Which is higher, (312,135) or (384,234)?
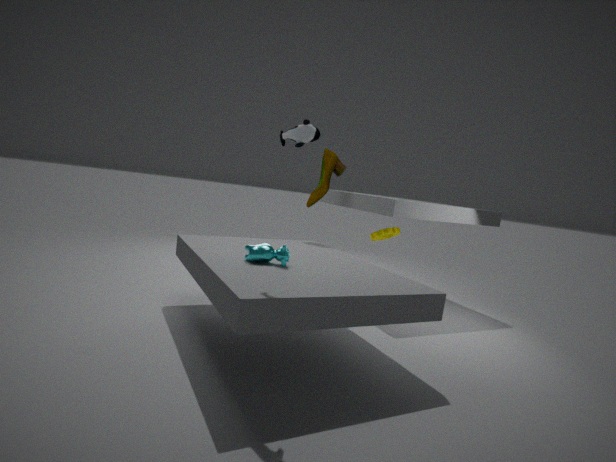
(312,135)
